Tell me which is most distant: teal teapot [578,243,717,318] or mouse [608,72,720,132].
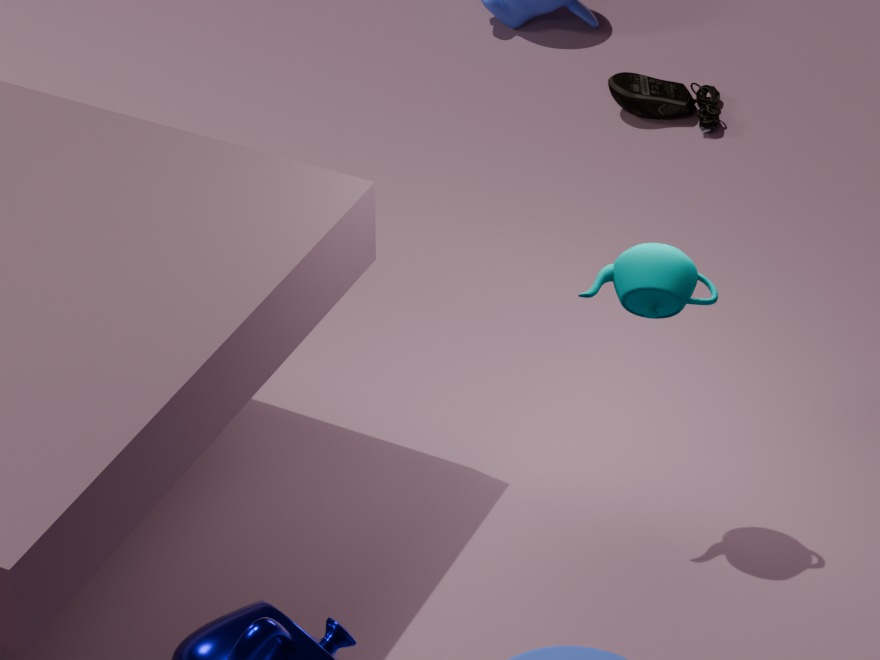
mouse [608,72,720,132]
